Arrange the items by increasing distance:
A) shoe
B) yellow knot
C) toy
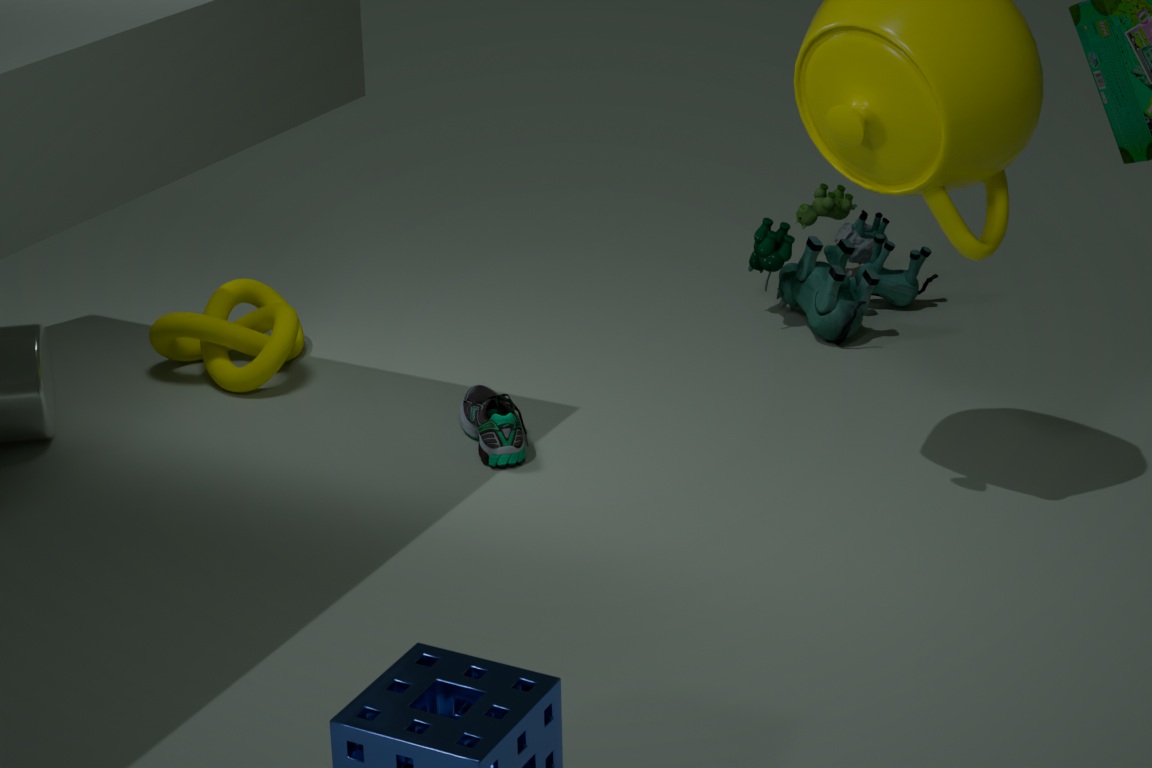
shoe → yellow knot → toy
